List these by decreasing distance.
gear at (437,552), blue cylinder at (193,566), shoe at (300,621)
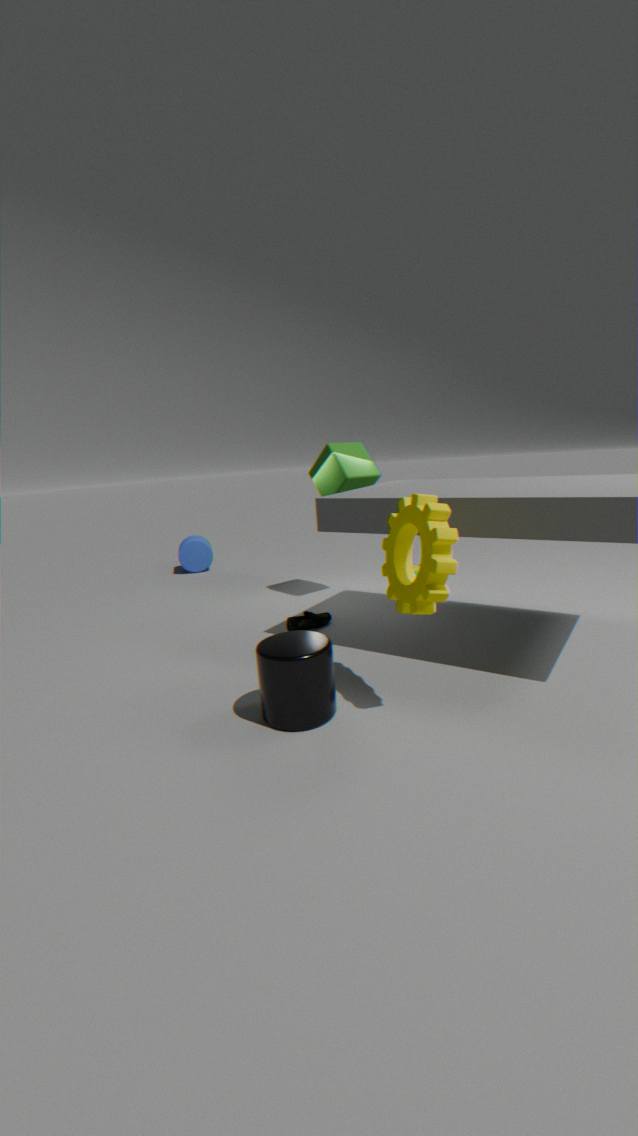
blue cylinder at (193,566) < shoe at (300,621) < gear at (437,552)
